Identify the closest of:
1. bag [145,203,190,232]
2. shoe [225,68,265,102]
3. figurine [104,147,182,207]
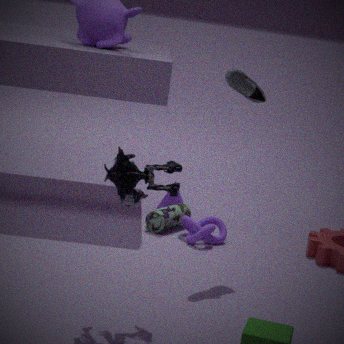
figurine [104,147,182,207]
